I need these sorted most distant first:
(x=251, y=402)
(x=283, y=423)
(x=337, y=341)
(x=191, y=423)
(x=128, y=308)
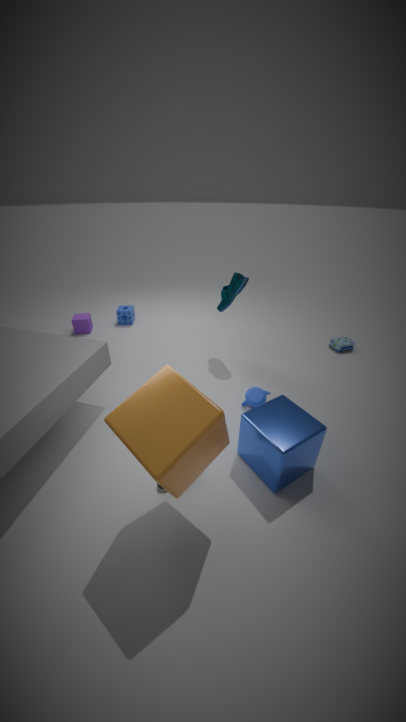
(x=128, y=308) < (x=337, y=341) < (x=251, y=402) < (x=283, y=423) < (x=191, y=423)
